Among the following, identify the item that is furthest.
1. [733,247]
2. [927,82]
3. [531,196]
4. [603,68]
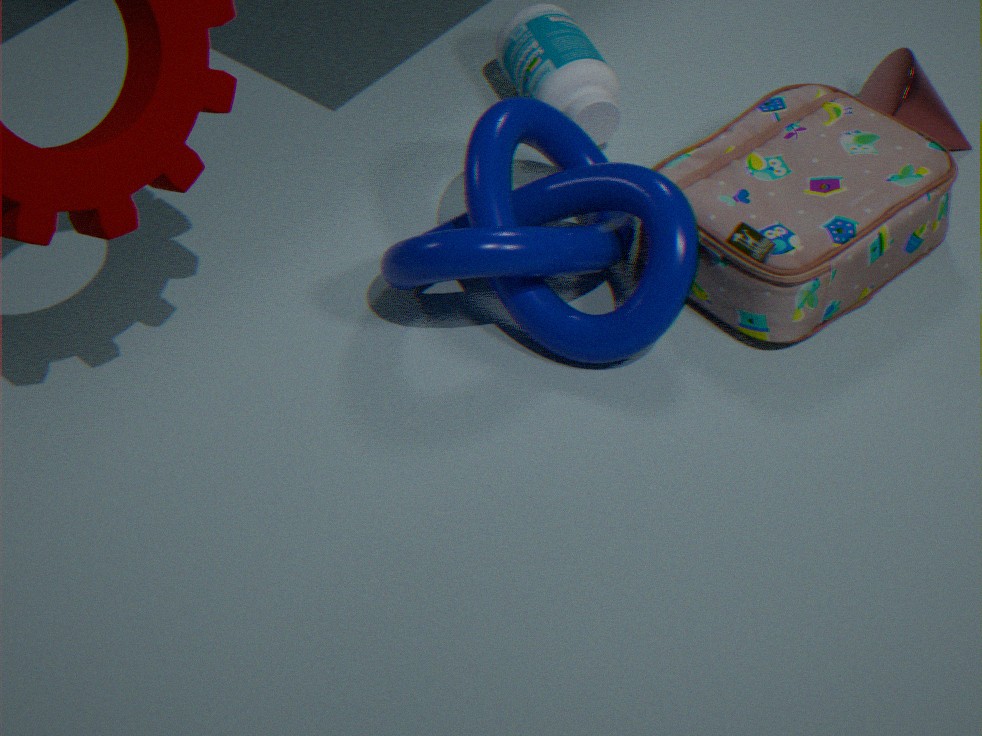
[603,68]
